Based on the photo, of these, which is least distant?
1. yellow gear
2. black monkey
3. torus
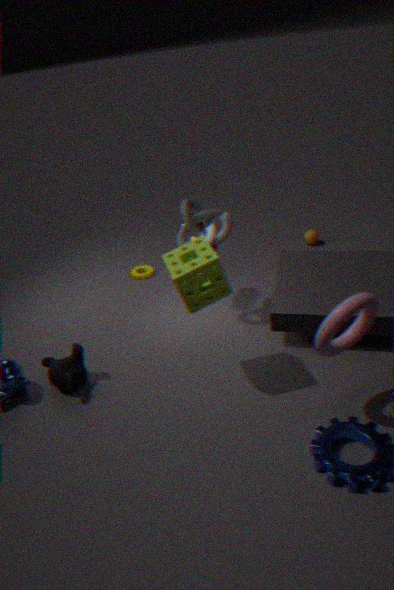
torus
